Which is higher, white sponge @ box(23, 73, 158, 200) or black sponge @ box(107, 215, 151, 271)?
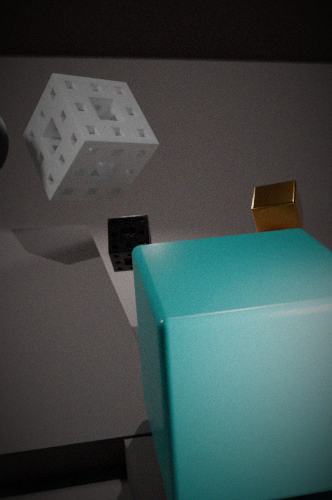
white sponge @ box(23, 73, 158, 200)
